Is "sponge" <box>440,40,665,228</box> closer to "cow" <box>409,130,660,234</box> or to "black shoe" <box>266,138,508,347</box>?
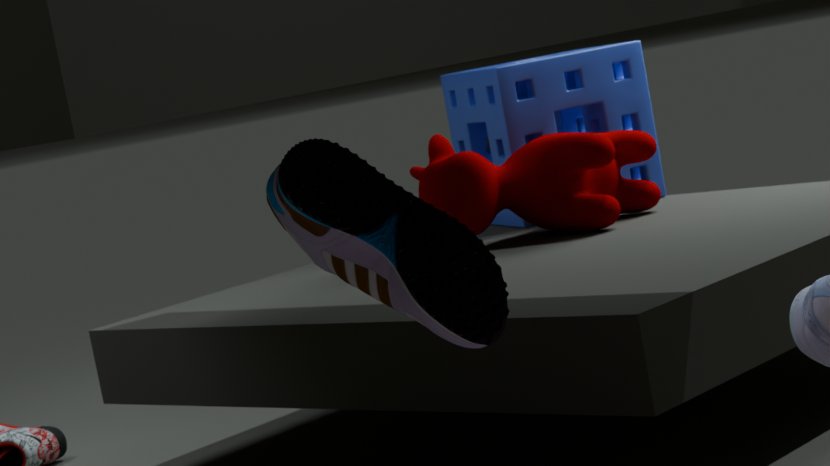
"cow" <box>409,130,660,234</box>
